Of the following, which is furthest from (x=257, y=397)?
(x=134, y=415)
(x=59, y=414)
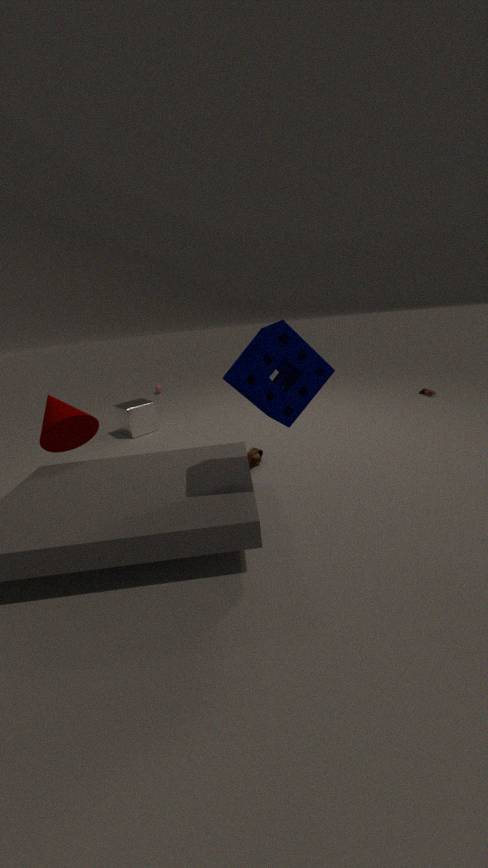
(x=134, y=415)
